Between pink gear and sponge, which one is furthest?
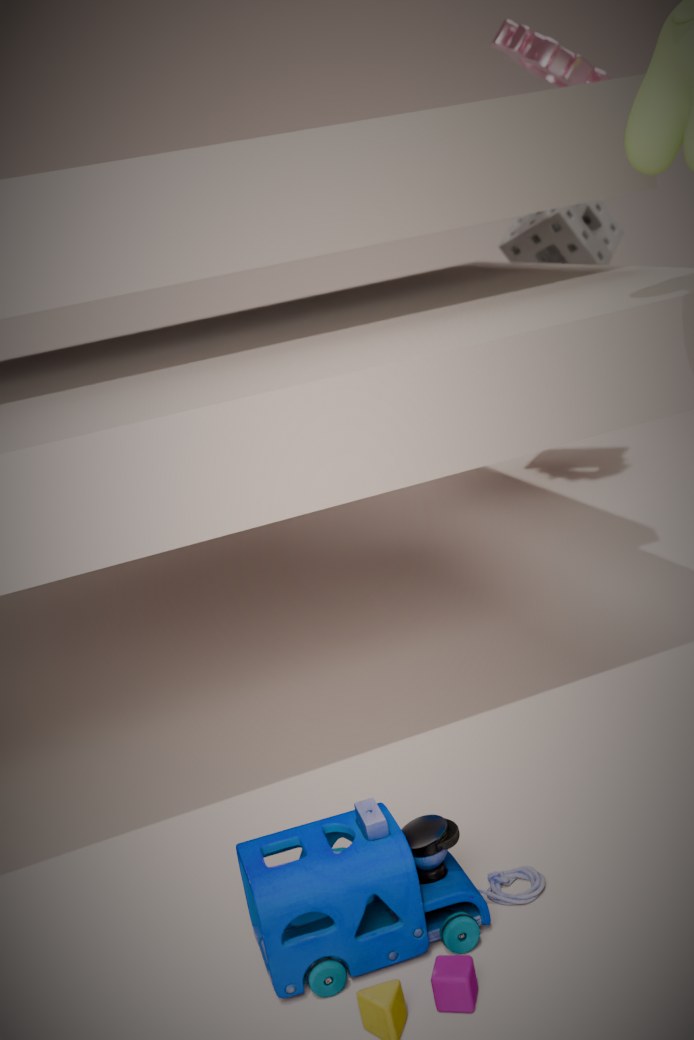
sponge
